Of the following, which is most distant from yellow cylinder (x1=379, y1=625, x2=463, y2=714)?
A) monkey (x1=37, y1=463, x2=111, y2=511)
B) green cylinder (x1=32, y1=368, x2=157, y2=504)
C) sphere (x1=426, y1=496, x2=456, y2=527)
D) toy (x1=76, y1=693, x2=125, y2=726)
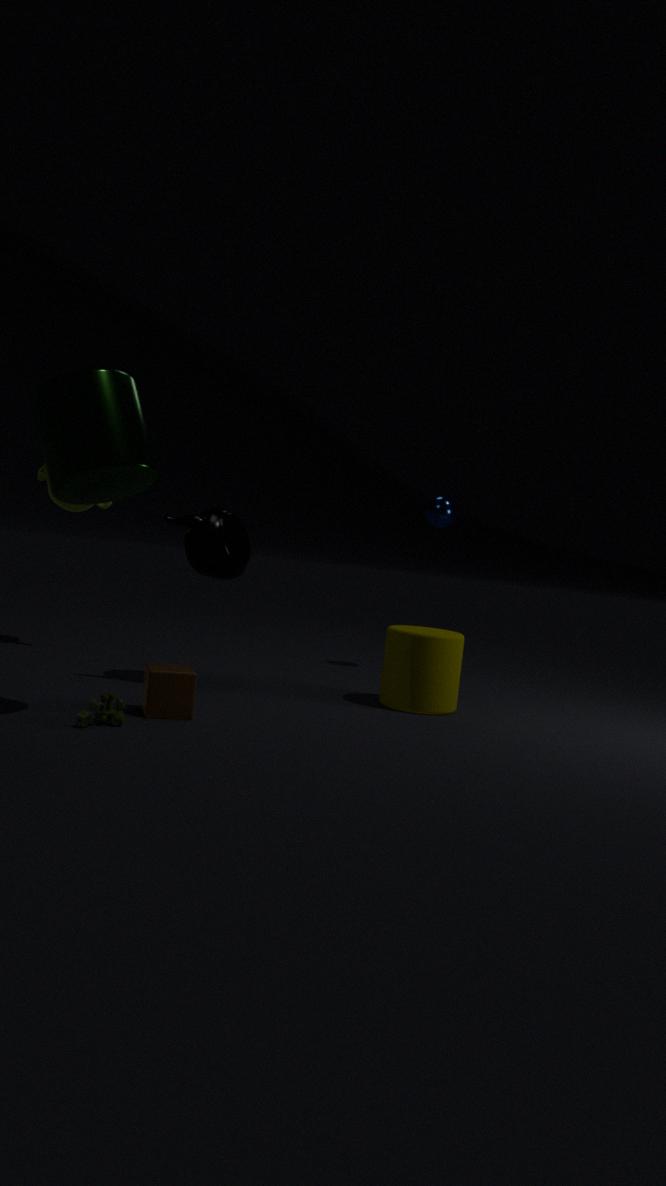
monkey (x1=37, y1=463, x2=111, y2=511)
